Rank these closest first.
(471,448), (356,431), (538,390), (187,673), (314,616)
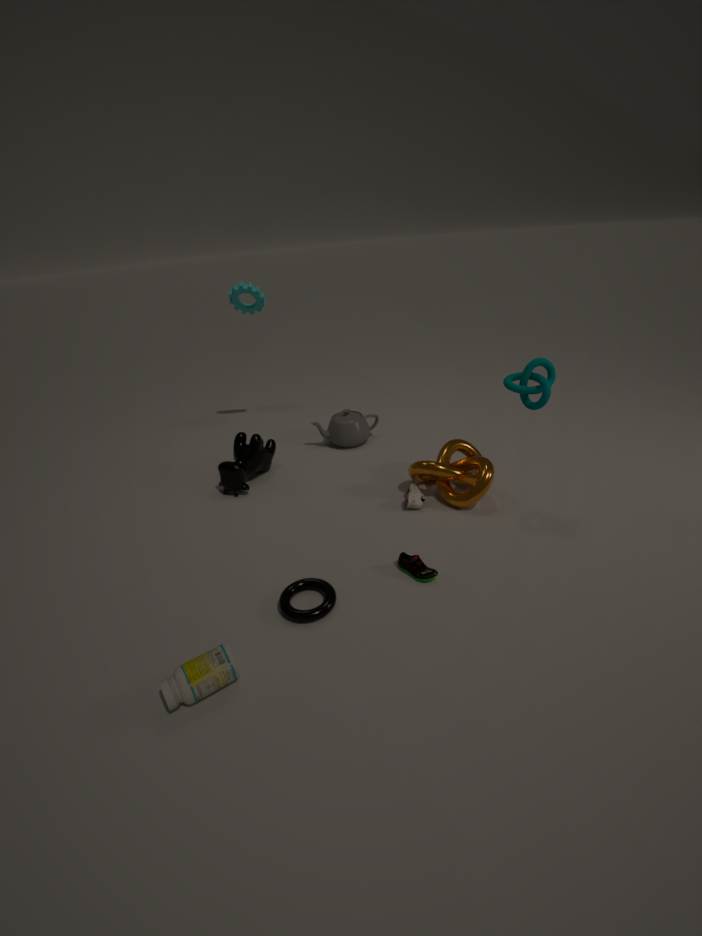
(187,673)
(314,616)
(538,390)
(471,448)
(356,431)
